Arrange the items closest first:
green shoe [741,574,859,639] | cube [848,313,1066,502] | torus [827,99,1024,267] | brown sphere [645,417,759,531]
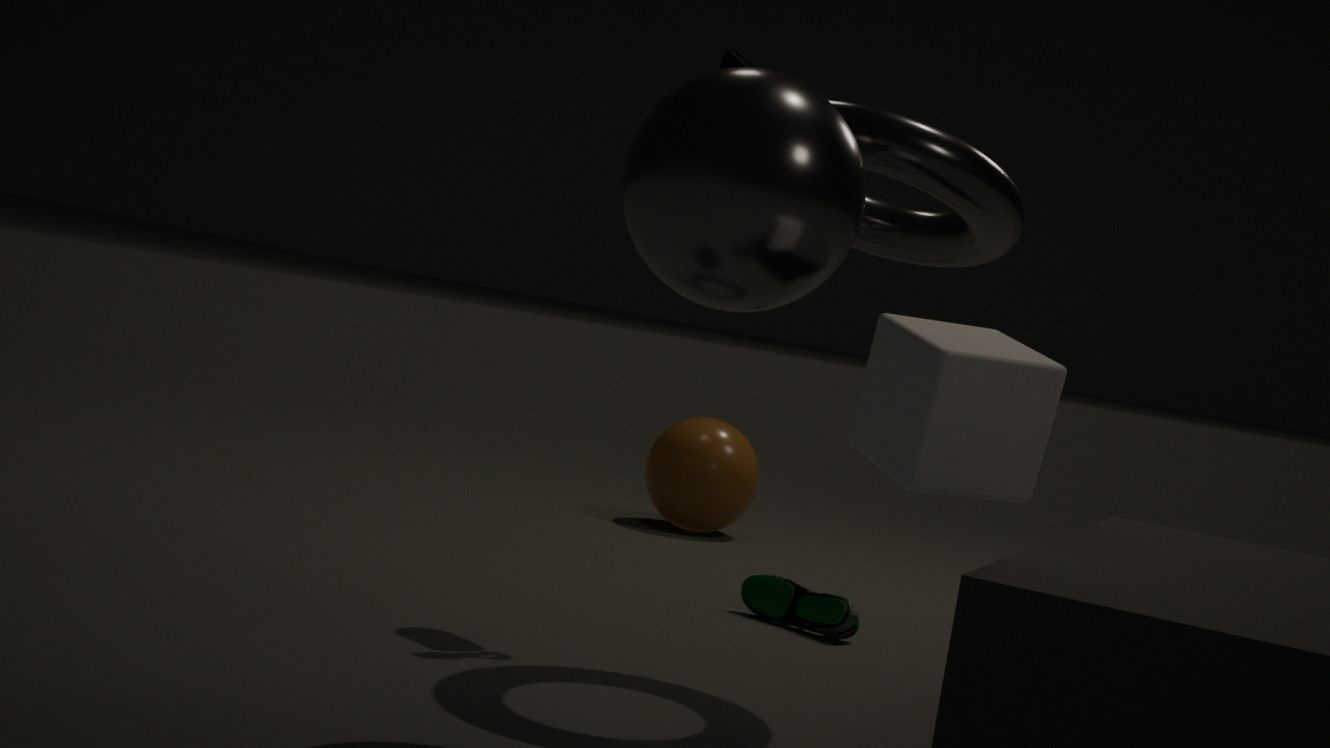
cube [848,313,1066,502] < torus [827,99,1024,267] < green shoe [741,574,859,639] < brown sphere [645,417,759,531]
